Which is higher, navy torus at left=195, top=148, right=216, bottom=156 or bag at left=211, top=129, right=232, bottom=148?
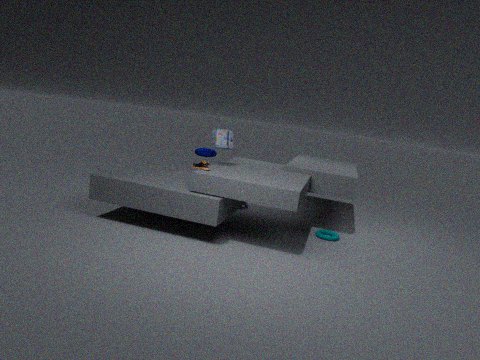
bag at left=211, top=129, right=232, bottom=148
